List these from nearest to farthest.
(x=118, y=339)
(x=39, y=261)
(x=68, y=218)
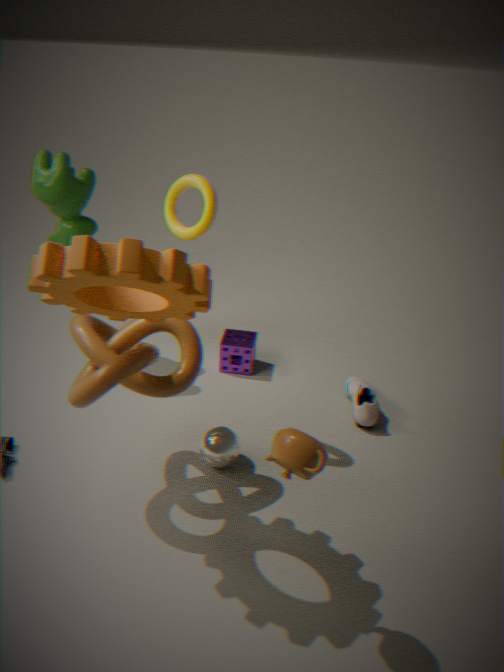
(x=39, y=261) < (x=118, y=339) < (x=68, y=218)
